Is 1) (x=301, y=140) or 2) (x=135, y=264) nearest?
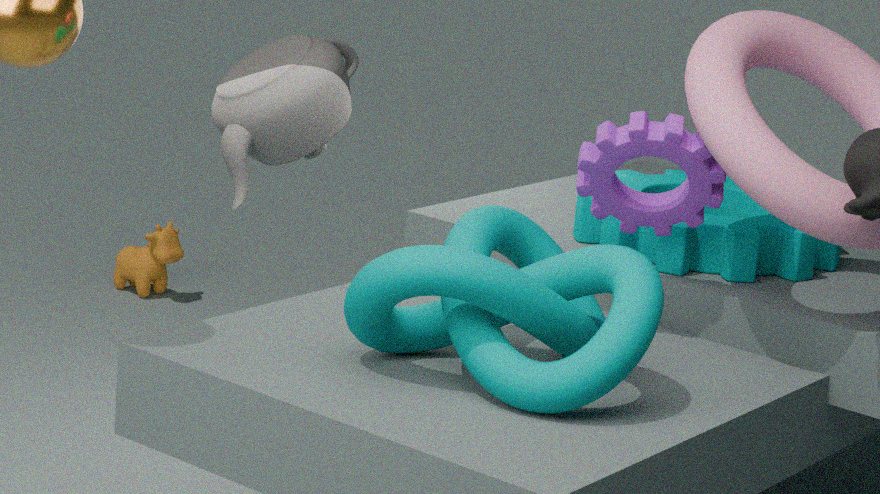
1. (x=301, y=140)
